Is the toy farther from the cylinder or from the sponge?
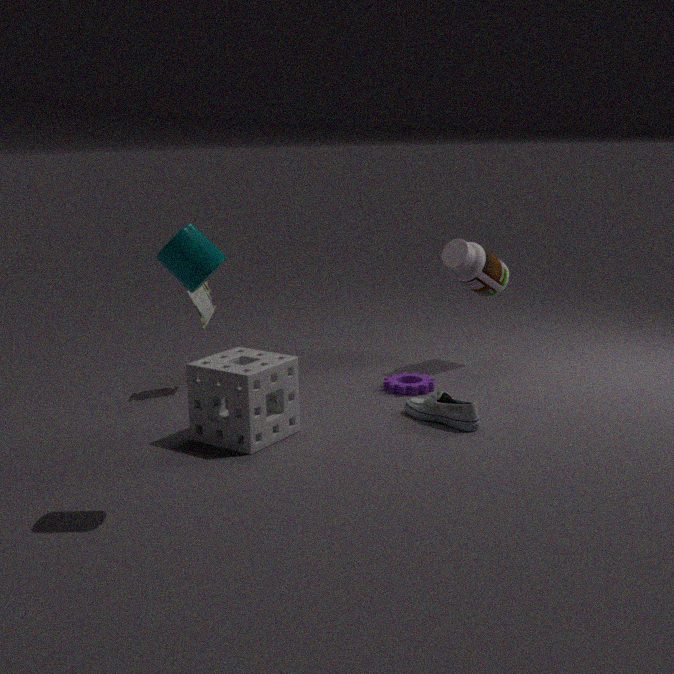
the cylinder
